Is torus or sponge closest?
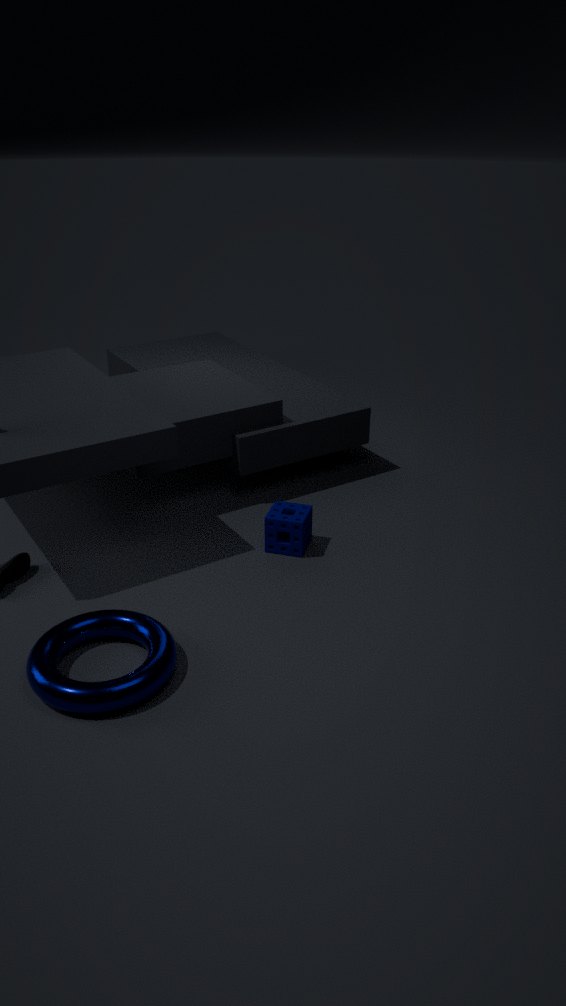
torus
